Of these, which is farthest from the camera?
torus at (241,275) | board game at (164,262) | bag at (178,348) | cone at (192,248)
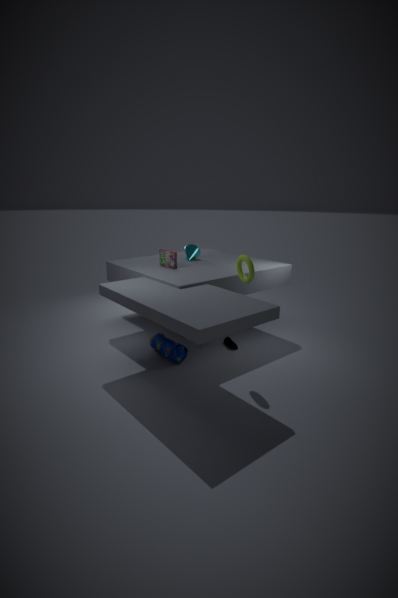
cone at (192,248)
